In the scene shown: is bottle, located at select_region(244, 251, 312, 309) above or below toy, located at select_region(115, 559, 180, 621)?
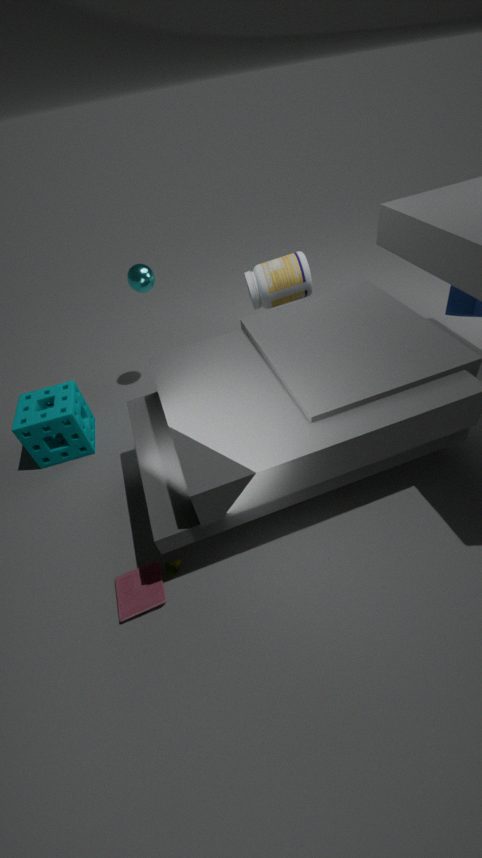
above
